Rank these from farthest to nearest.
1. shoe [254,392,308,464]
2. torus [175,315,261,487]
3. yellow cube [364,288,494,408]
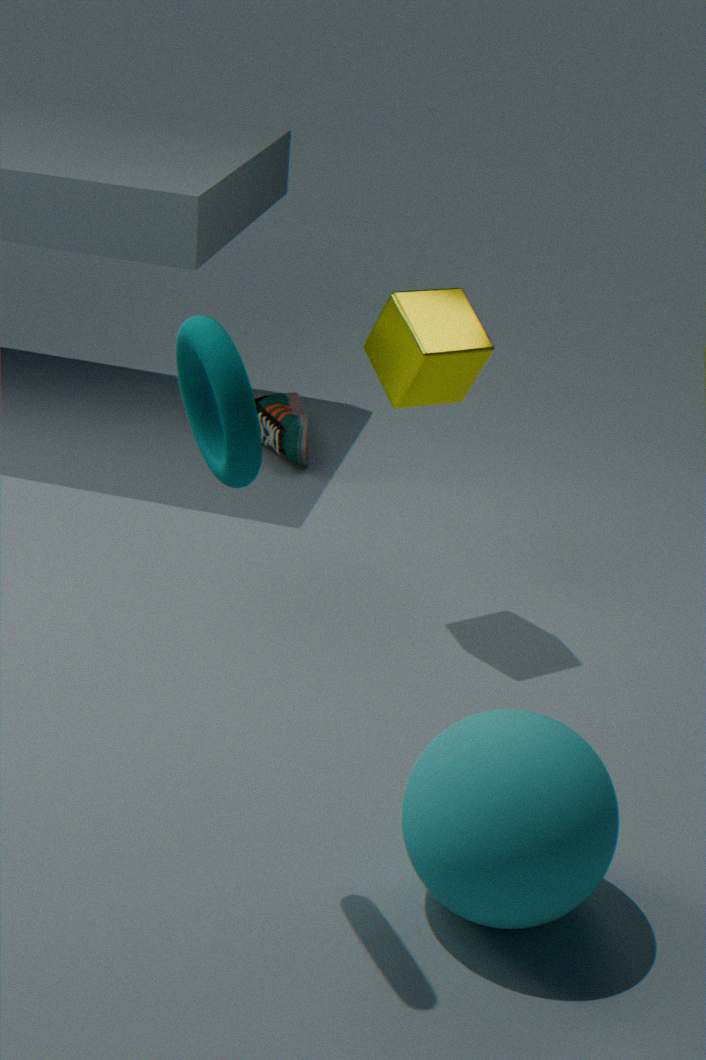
1. shoe [254,392,308,464]
2. yellow cube [364,288,494,408]
3. torus [175,315,261,487]
